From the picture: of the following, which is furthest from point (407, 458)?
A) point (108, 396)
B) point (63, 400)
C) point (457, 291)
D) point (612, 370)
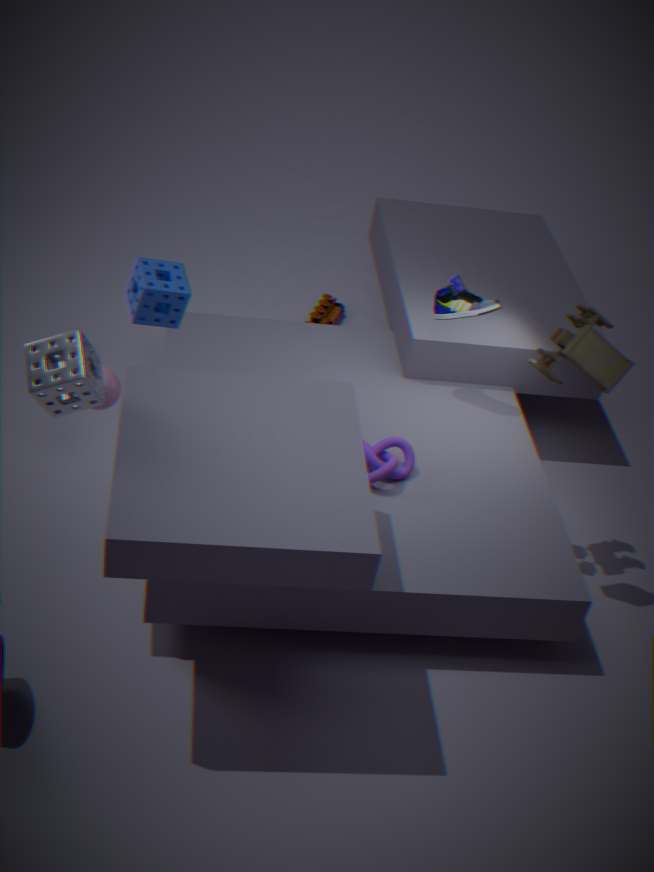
point (63, 400)
